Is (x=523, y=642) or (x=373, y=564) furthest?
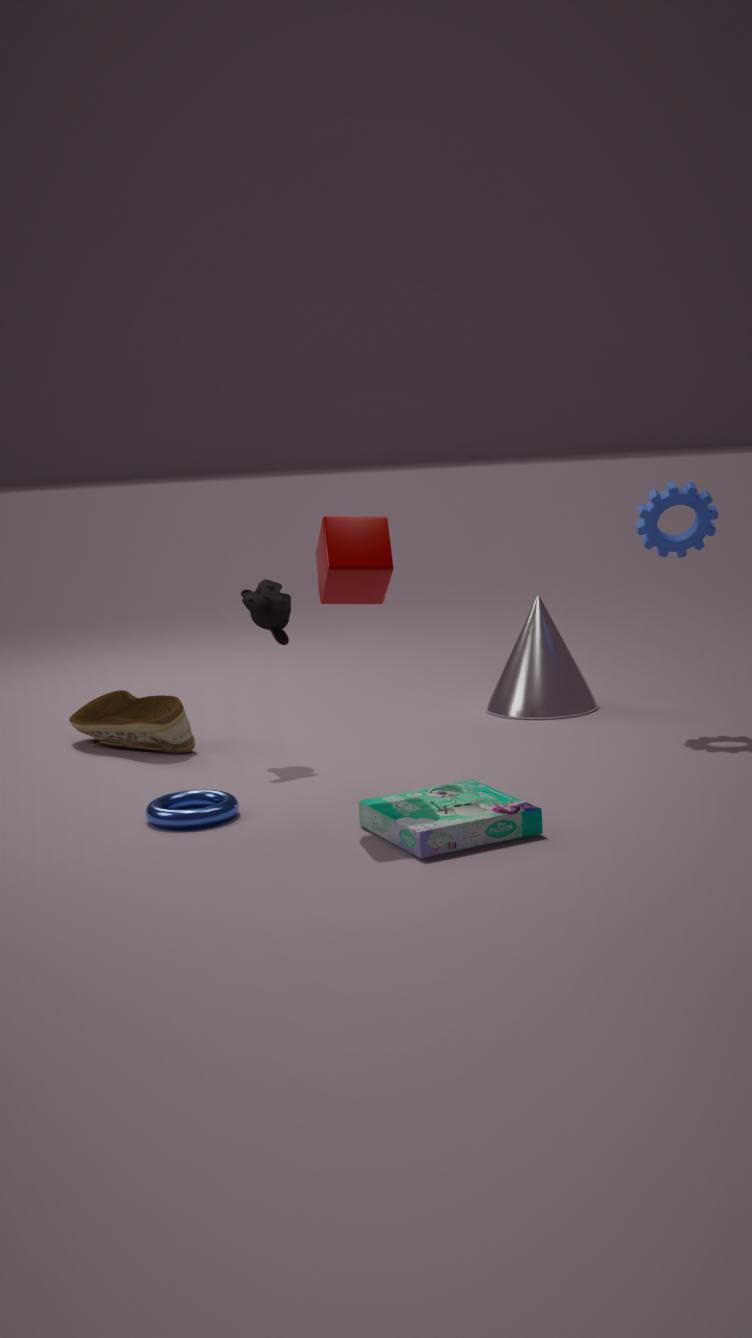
(x=523, y=642)
